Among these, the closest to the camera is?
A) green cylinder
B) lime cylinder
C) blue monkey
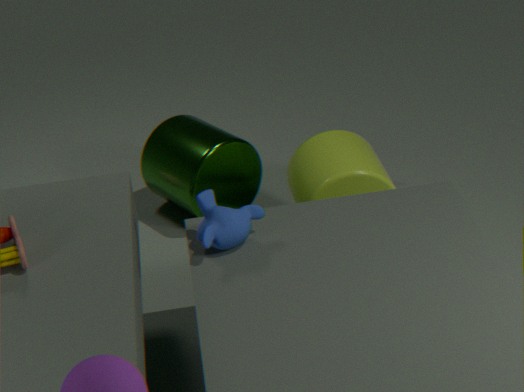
blue monkey
